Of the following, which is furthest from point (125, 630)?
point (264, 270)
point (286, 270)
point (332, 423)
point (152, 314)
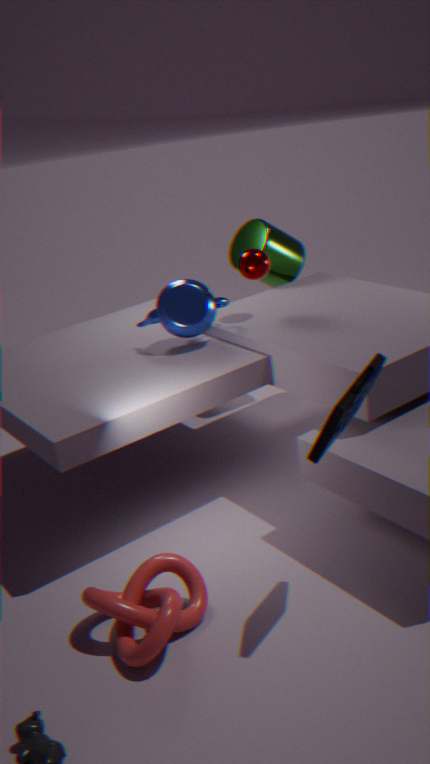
point (286, 270)
